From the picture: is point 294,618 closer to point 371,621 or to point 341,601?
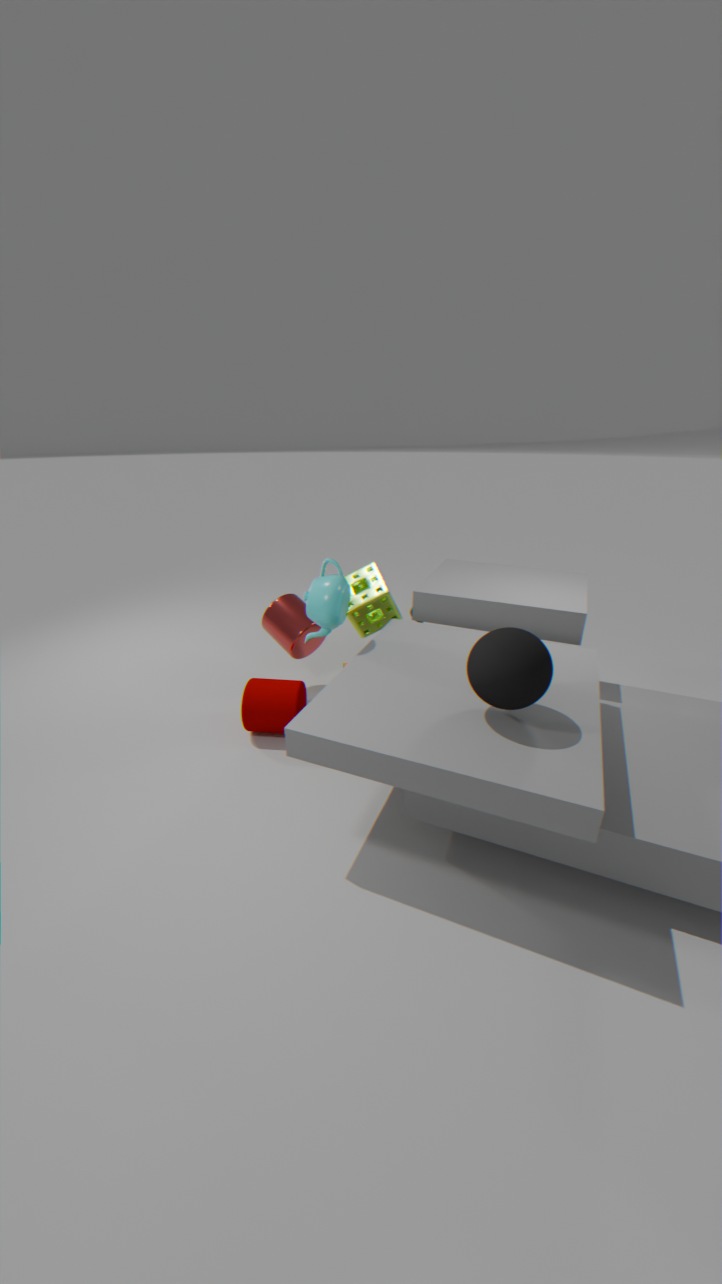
point 371,621
